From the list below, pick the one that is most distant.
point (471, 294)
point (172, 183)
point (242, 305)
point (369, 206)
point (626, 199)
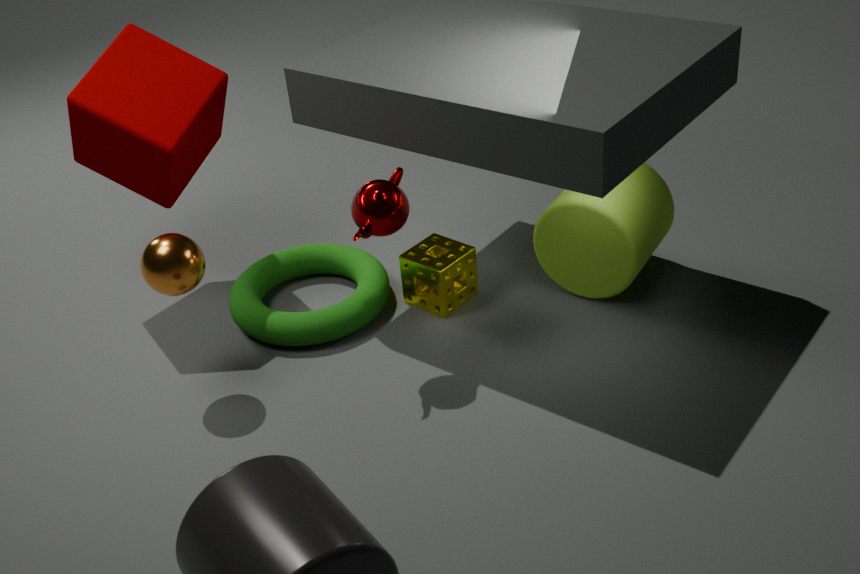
point (471, 294)
